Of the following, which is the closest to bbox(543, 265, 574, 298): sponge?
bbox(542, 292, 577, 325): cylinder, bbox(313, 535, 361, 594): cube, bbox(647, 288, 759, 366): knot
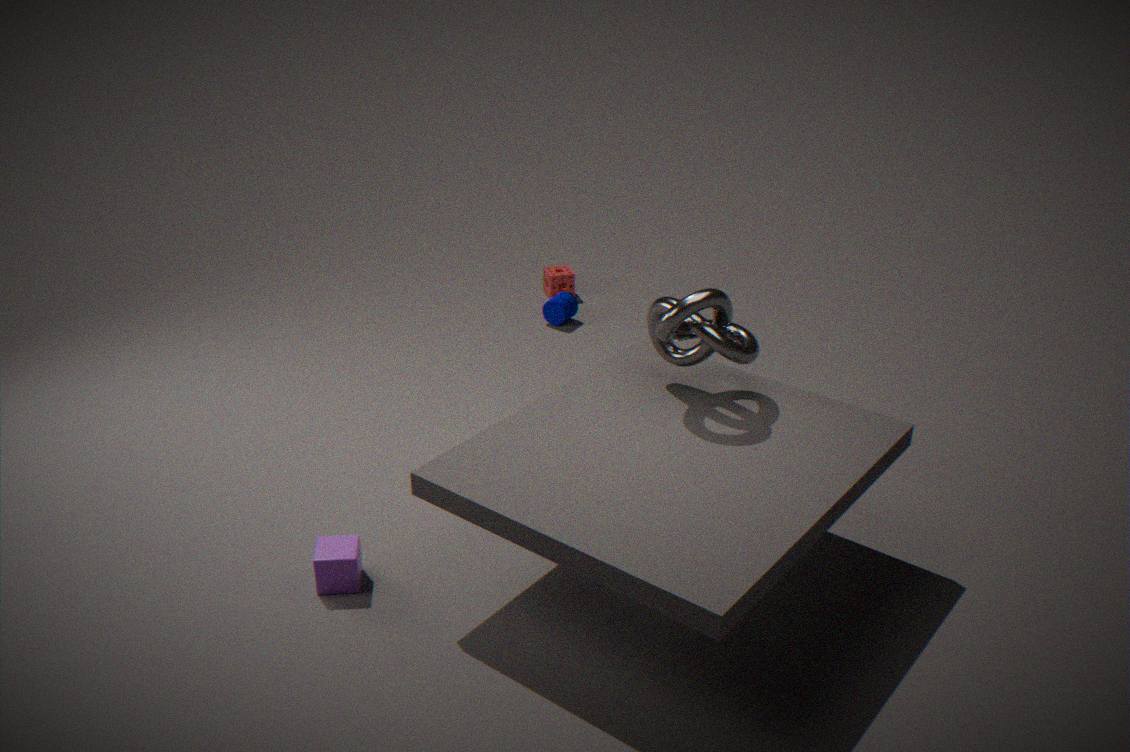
bbox(542, 292, 577, 325): cylinder
